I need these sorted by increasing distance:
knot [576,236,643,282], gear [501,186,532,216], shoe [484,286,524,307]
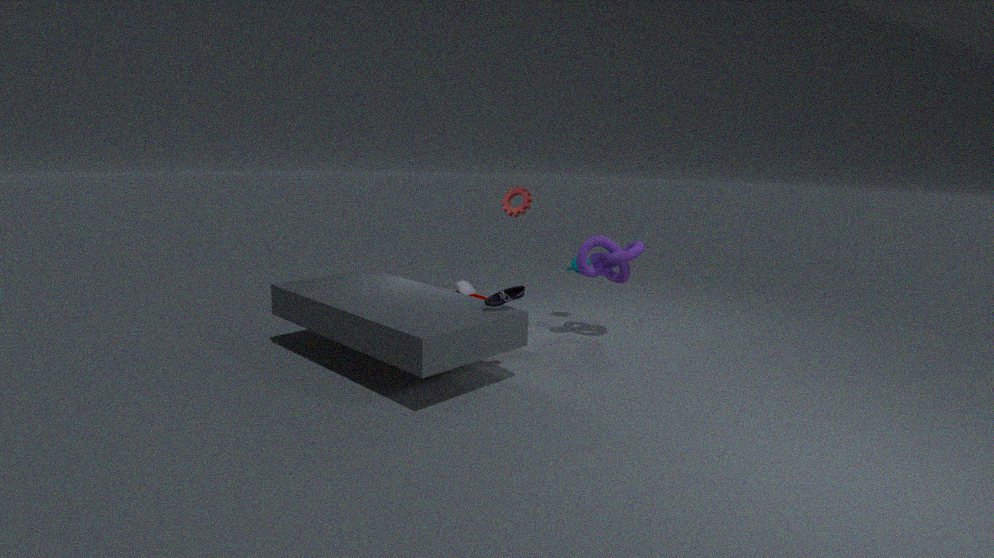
shoe [484,286,524,307], knot [576,236,643,282], gear [501,186,532,216]
